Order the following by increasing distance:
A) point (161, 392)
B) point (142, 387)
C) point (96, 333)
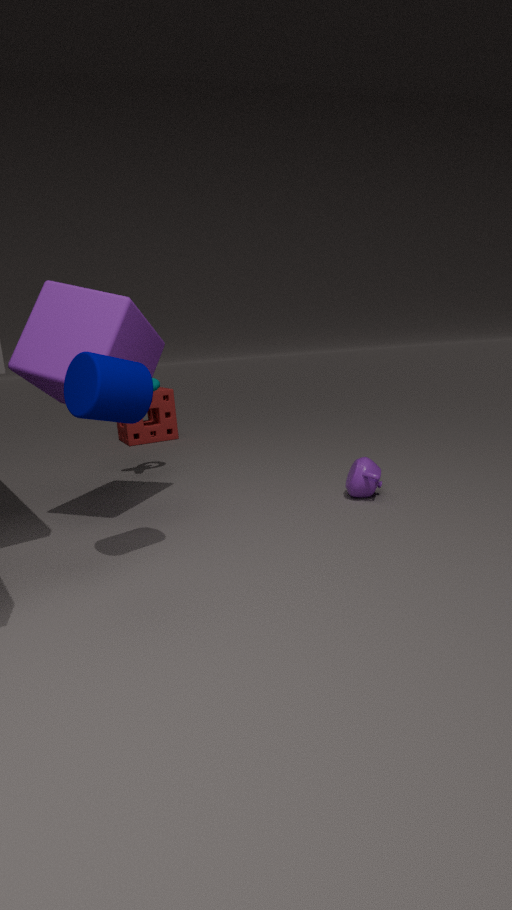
point (142, 387)
point (96, 333)
point (161, 392)
